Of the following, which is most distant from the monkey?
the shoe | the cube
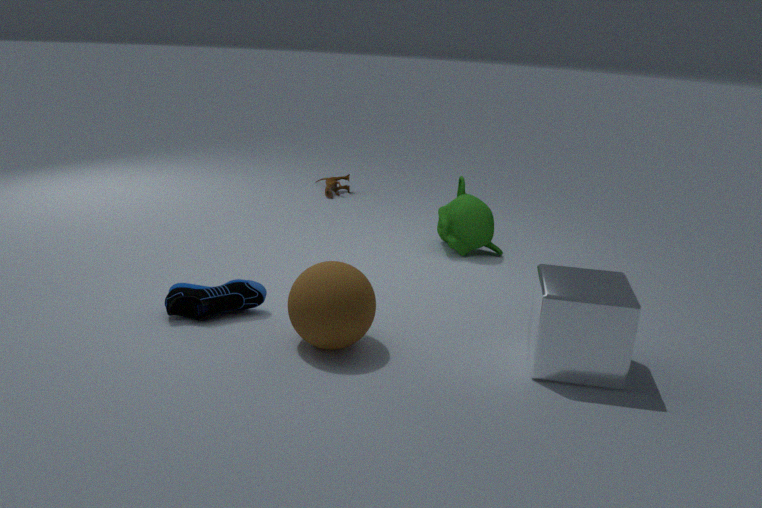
the shoe
